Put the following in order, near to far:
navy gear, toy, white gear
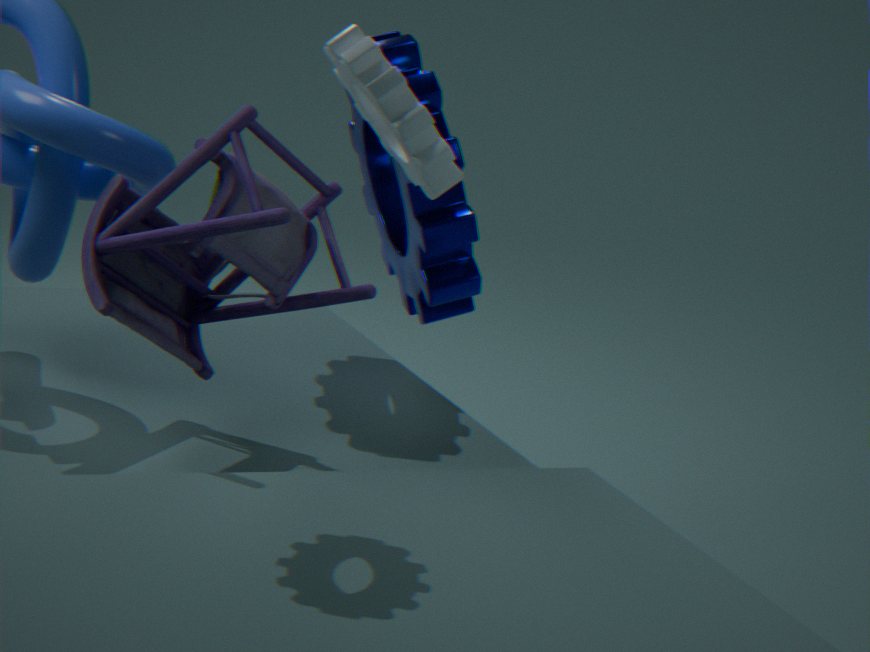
1. white gear
2. toy
3. navy gear
